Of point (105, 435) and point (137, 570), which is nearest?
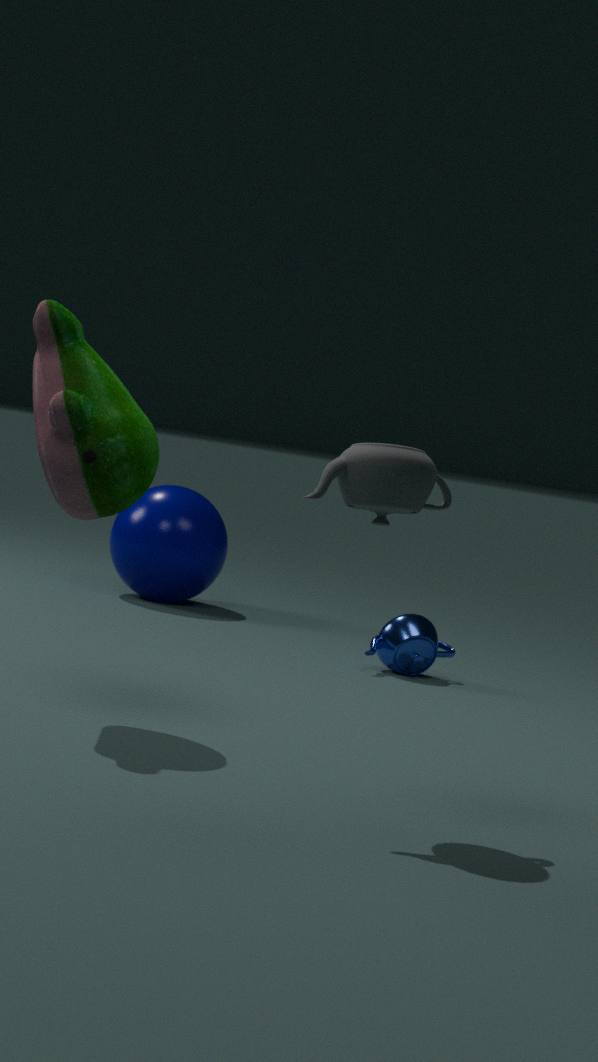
point (105, 435)
